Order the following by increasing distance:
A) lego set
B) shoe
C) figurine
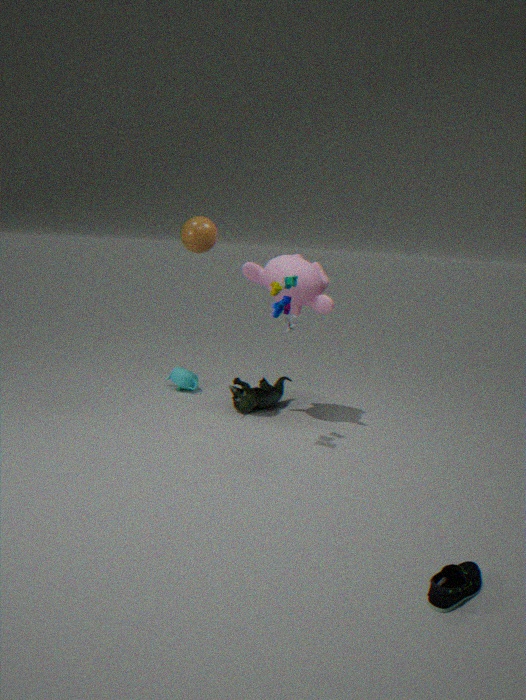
1. shoe
2. lego set
3. figurine
